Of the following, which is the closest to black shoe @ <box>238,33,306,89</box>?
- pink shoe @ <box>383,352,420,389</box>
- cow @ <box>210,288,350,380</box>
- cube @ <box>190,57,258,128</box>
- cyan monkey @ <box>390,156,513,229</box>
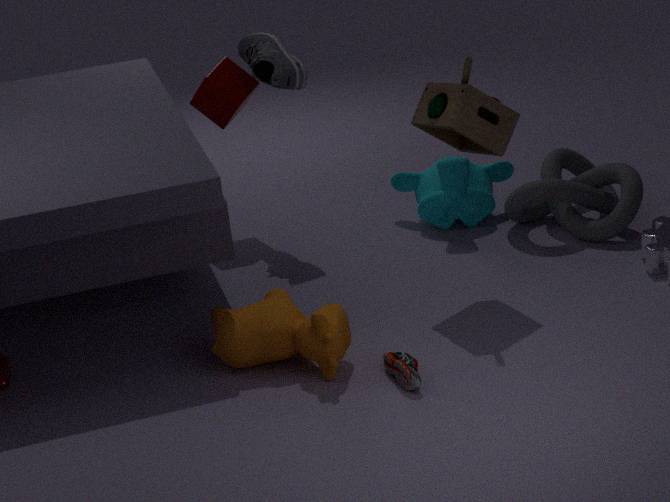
cube @ <box>190,57,258,128</box>
